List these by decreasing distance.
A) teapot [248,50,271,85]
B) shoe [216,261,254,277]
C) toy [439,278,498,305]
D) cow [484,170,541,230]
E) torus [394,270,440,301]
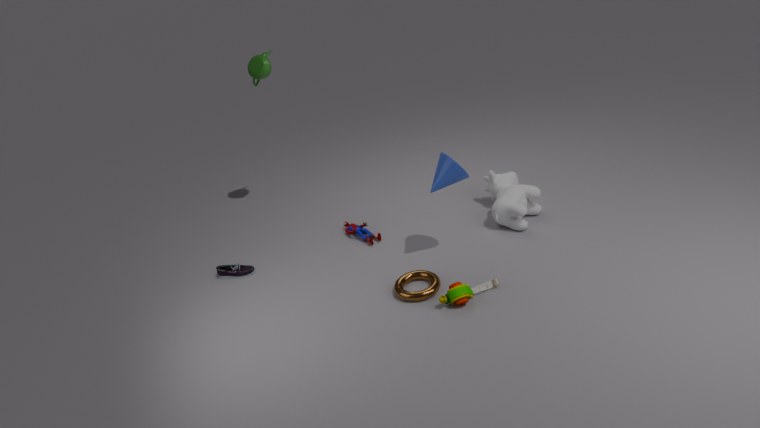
teapot [248,50,271,85] → shoe [216,261,254,277] → cow [484,170,541,230] → torus [394,270,440,301] → toy [439,278,498,305]
